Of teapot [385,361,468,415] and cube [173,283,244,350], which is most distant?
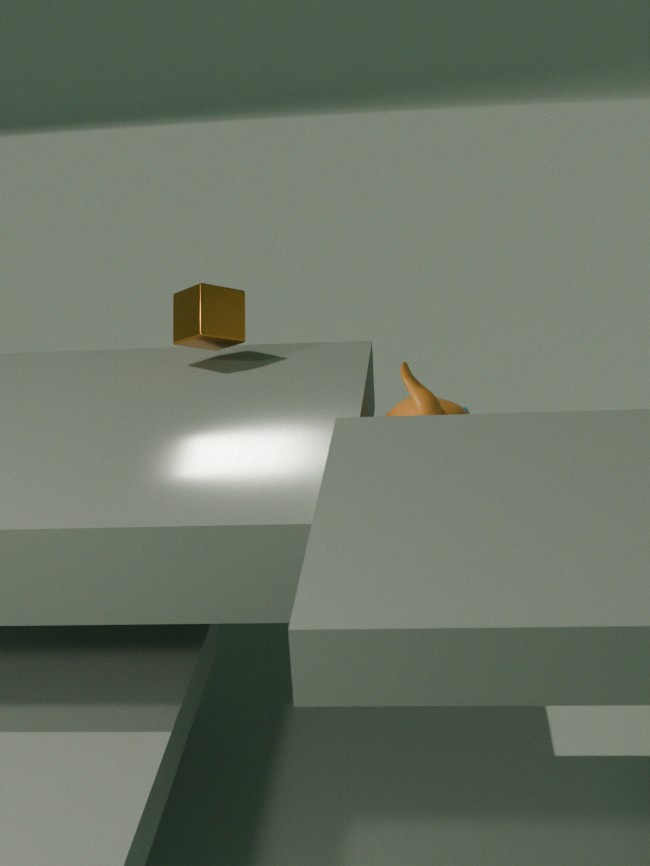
cube [173,283,244,350]
